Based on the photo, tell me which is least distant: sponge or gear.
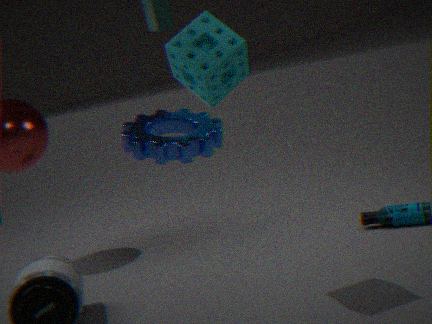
gear
